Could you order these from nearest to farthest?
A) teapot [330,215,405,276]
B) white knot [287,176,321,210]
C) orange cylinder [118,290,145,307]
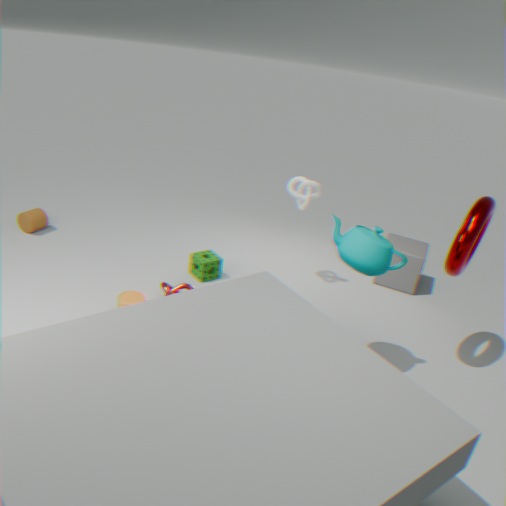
teapot [330,215,405,276], orange cylinder [118,290,145,307], white knot [287,176,321,210]
